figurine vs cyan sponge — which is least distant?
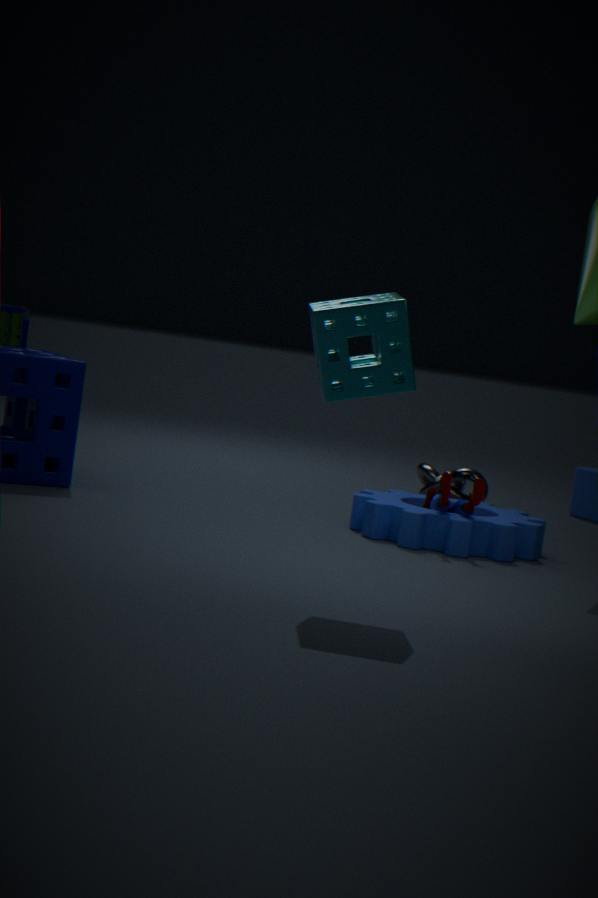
cyan sponge
